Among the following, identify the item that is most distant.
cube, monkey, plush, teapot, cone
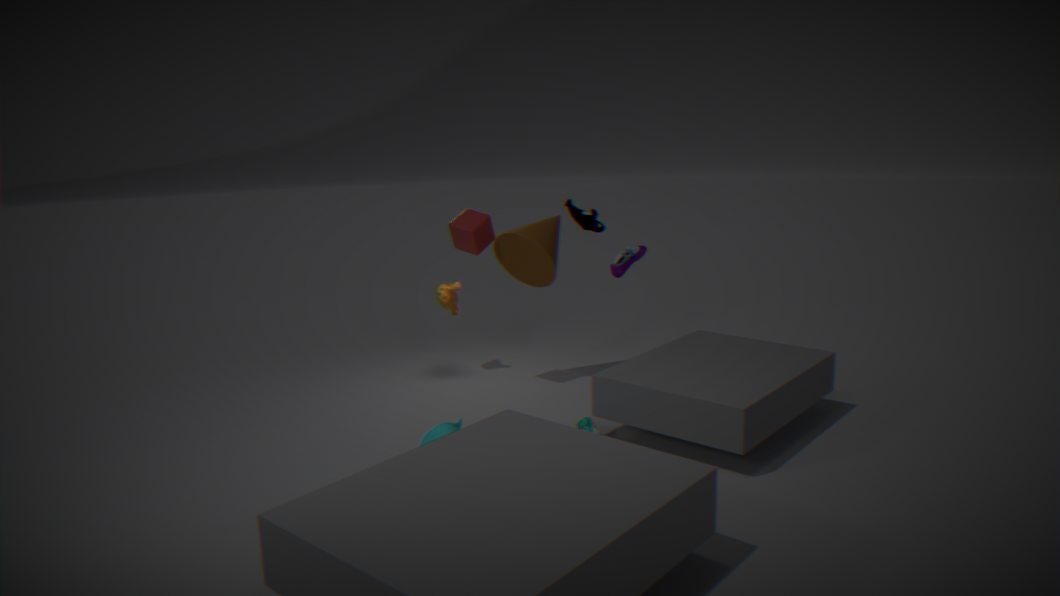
monkey
